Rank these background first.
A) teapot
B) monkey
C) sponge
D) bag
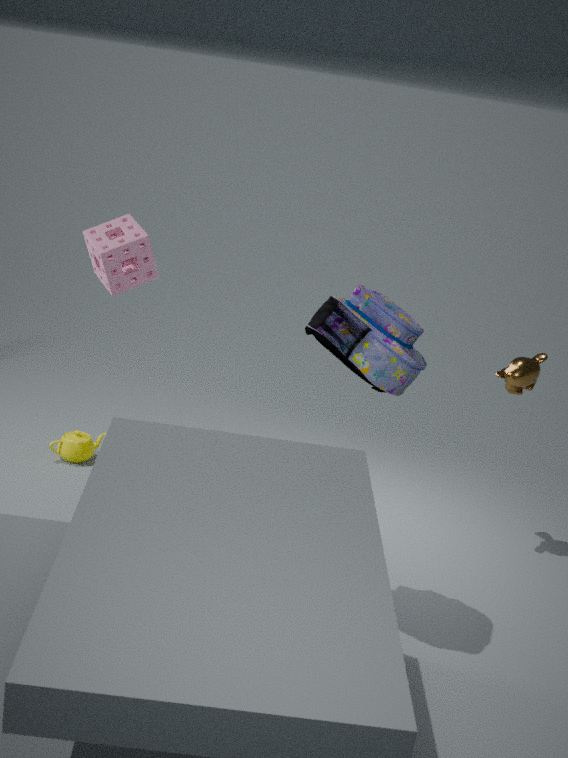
teapot
monkey
sponge
bag
